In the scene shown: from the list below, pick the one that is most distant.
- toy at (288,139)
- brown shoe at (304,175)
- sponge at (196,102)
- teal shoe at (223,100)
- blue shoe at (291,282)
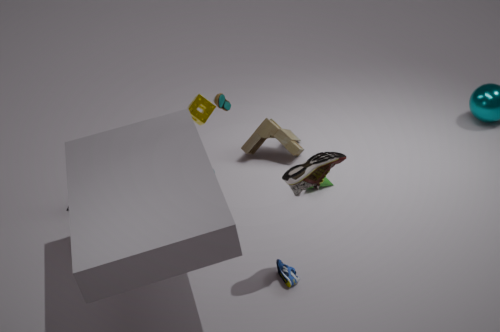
toy at (288,139)
